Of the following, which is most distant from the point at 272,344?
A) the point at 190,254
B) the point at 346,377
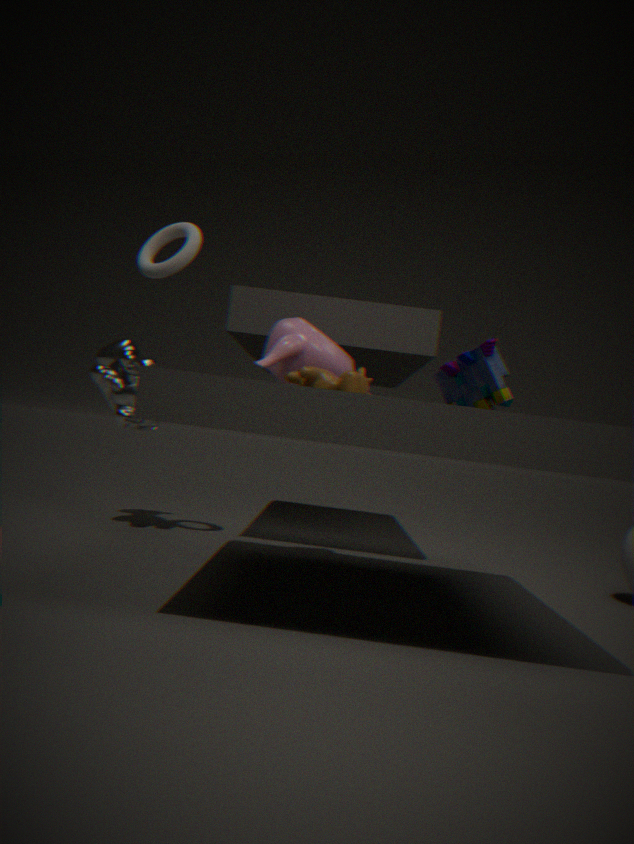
the point at 190,254
